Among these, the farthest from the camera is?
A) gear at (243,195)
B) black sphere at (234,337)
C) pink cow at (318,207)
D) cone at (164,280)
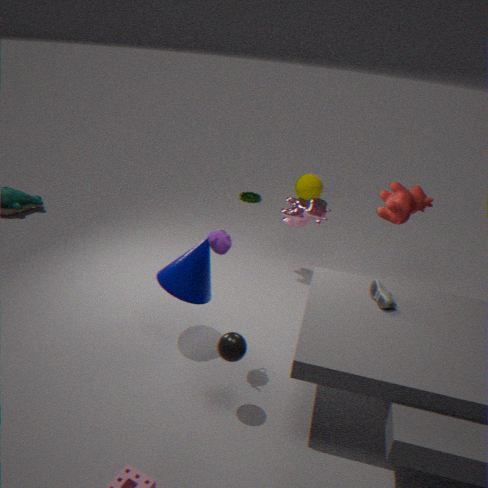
gear at (243,195)
